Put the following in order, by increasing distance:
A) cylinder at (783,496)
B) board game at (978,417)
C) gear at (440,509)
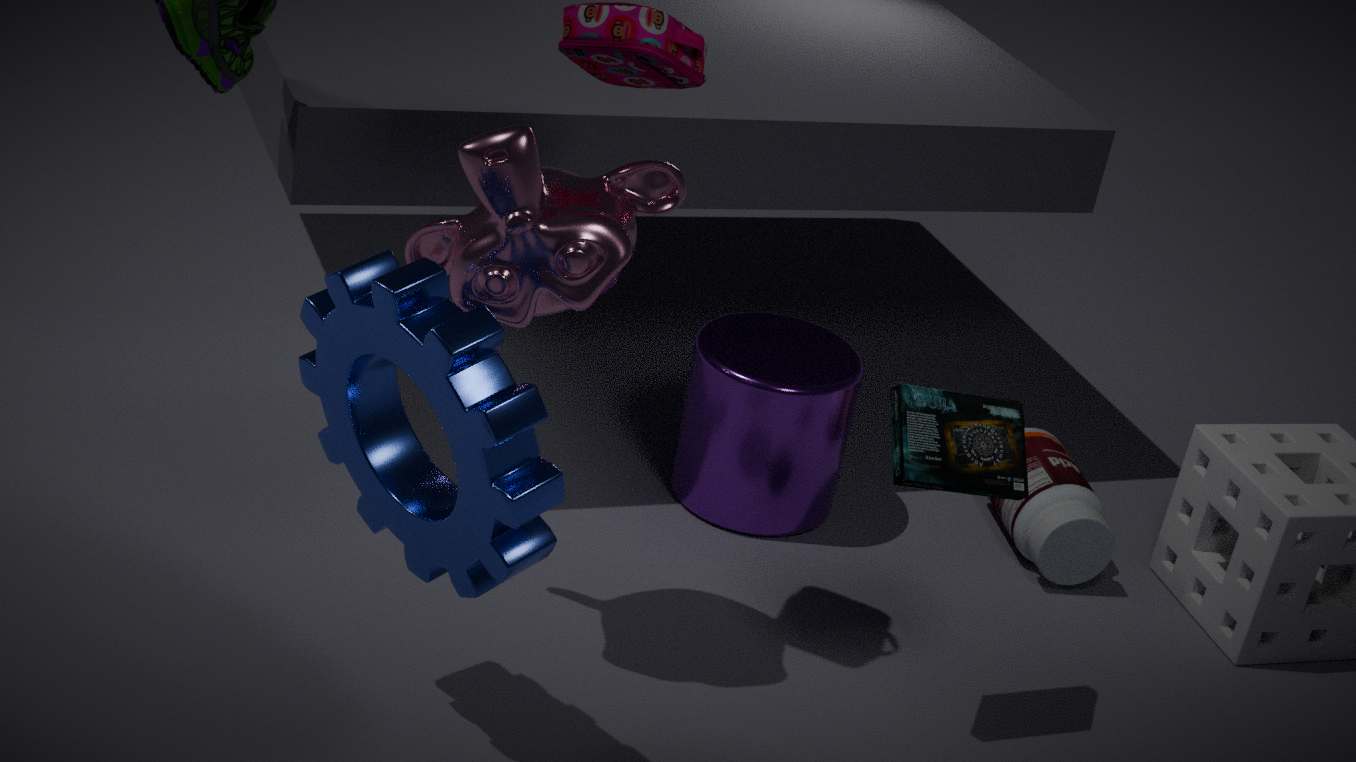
gear at (440,509)
board game at (978,417)
cylinder at (783,496)
